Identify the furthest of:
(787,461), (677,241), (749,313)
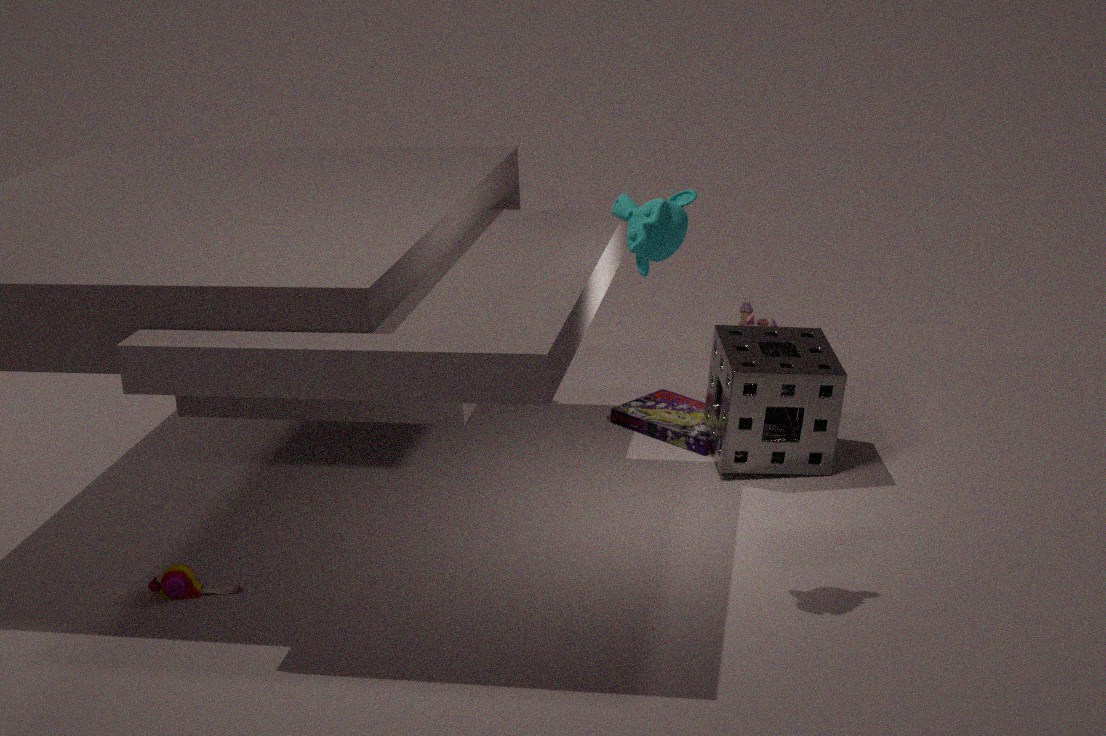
(749,313)
